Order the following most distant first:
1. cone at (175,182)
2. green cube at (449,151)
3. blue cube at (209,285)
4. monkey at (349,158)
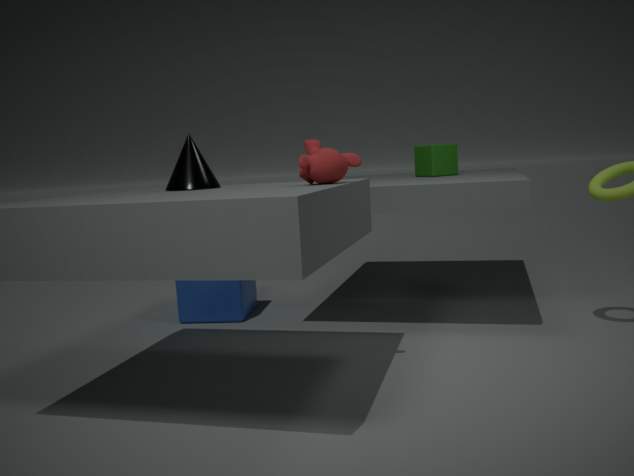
green cube at (449,151) → blue cube at (209,285) → cone at (175,182) → monkey at (349,158)
